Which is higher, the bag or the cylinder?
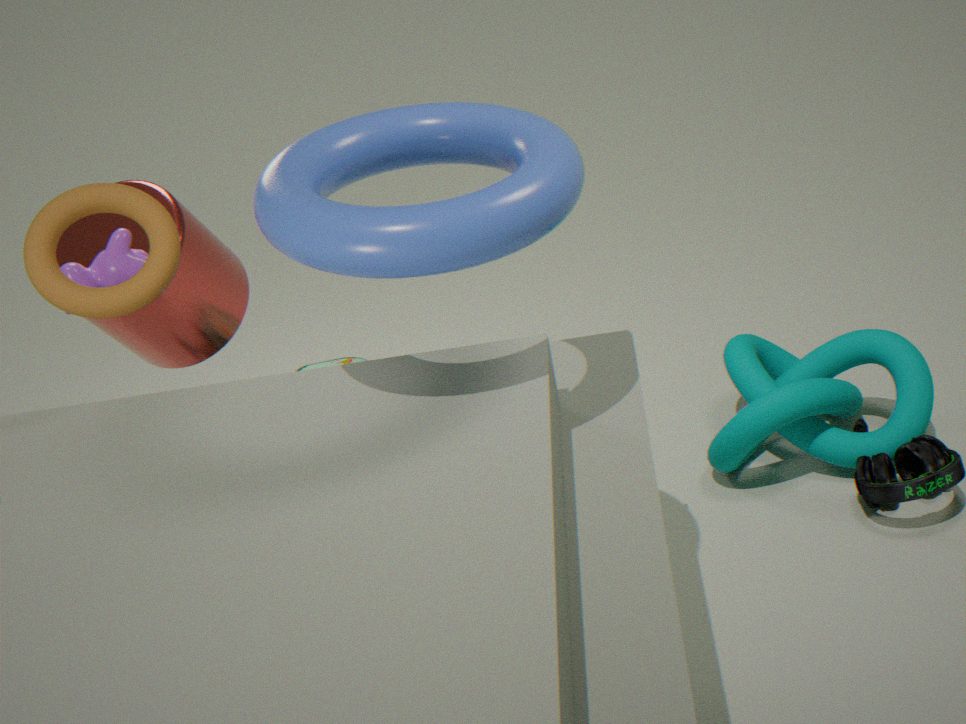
the cylinder
